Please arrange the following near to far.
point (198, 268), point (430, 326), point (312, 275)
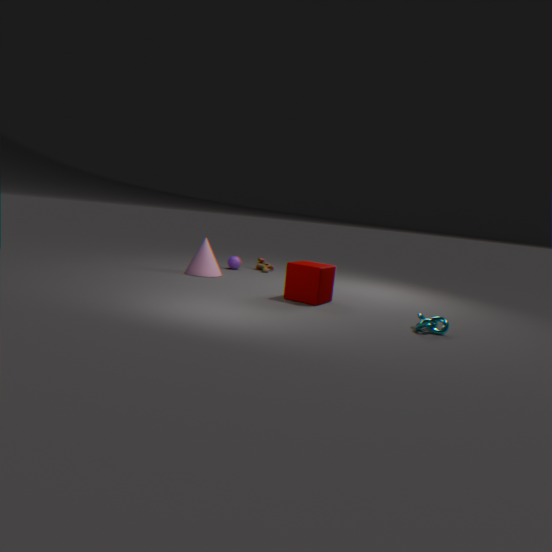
point (430, 326), point (312, 275), point (198, 268)
